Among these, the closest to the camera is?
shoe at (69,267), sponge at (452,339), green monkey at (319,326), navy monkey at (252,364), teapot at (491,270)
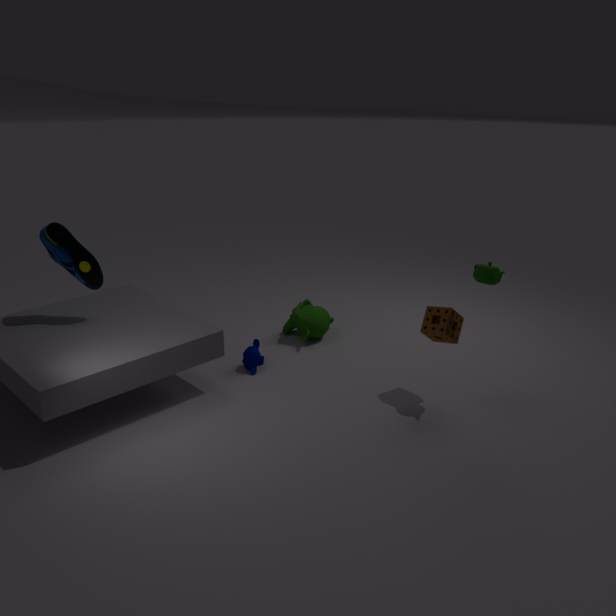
teapot at (491,270)
